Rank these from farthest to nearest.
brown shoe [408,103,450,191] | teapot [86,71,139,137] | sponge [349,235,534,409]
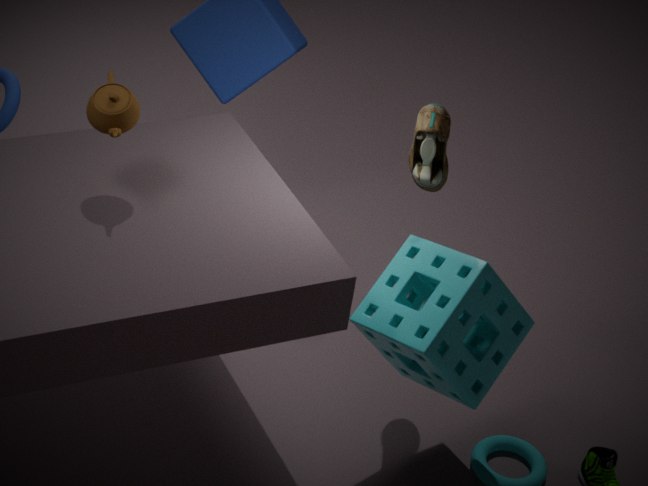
brown shoe [408,103,450,191]
sponge [349,235,534,409]
teapot [86,71,139,137]
